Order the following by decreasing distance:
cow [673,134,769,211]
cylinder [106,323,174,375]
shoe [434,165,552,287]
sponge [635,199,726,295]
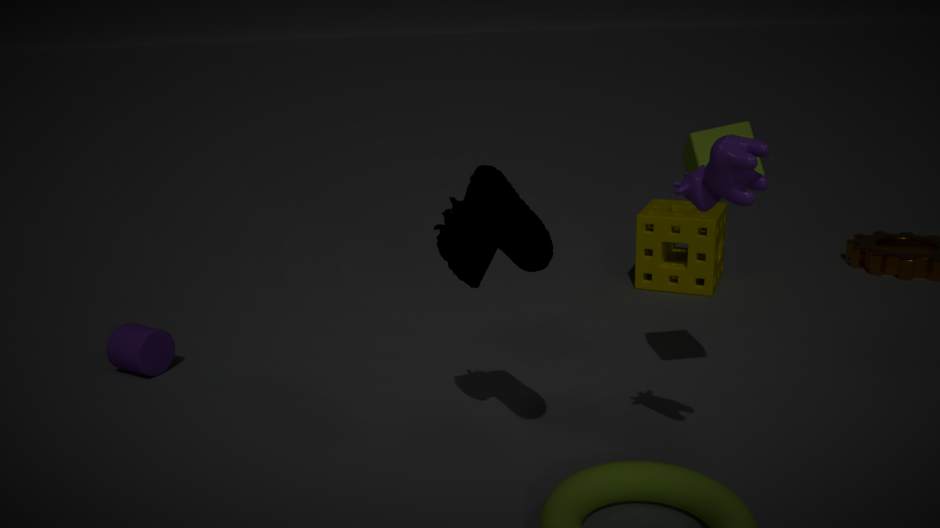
sponge [635,199,726,295] < cylinder [106,323,174,375] < shoe [434,165,552,287] < cow [673,134,769,211]
